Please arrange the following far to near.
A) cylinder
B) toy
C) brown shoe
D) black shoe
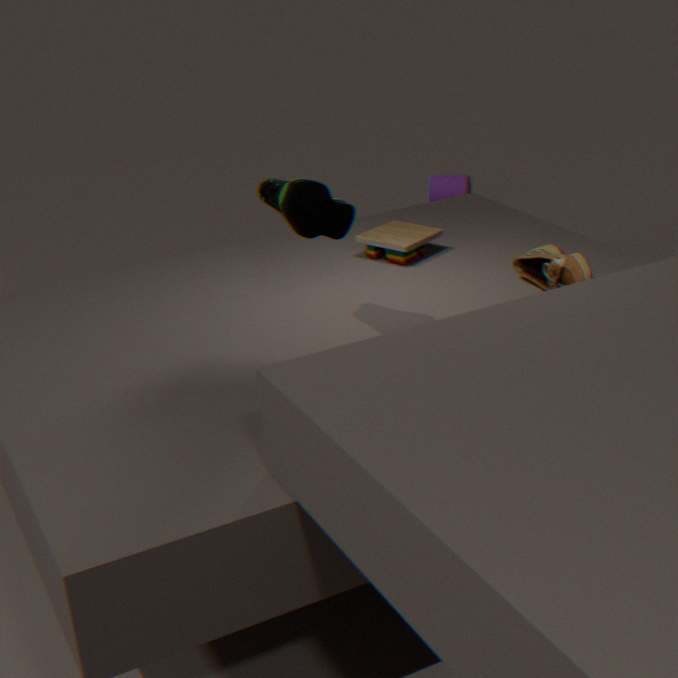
cylinder < toy < brown shoe < black shoe
